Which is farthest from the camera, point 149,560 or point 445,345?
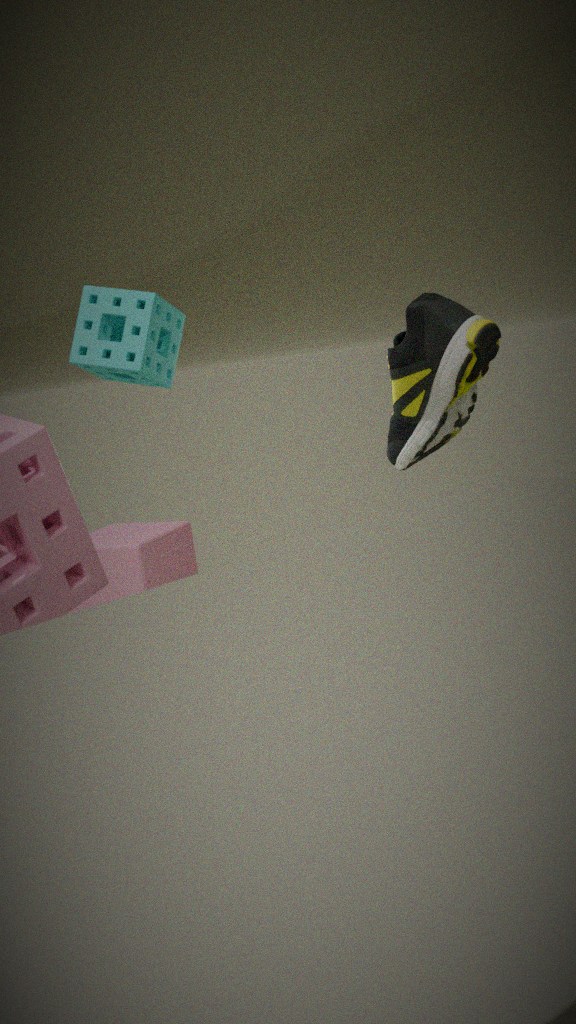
point 149,560
